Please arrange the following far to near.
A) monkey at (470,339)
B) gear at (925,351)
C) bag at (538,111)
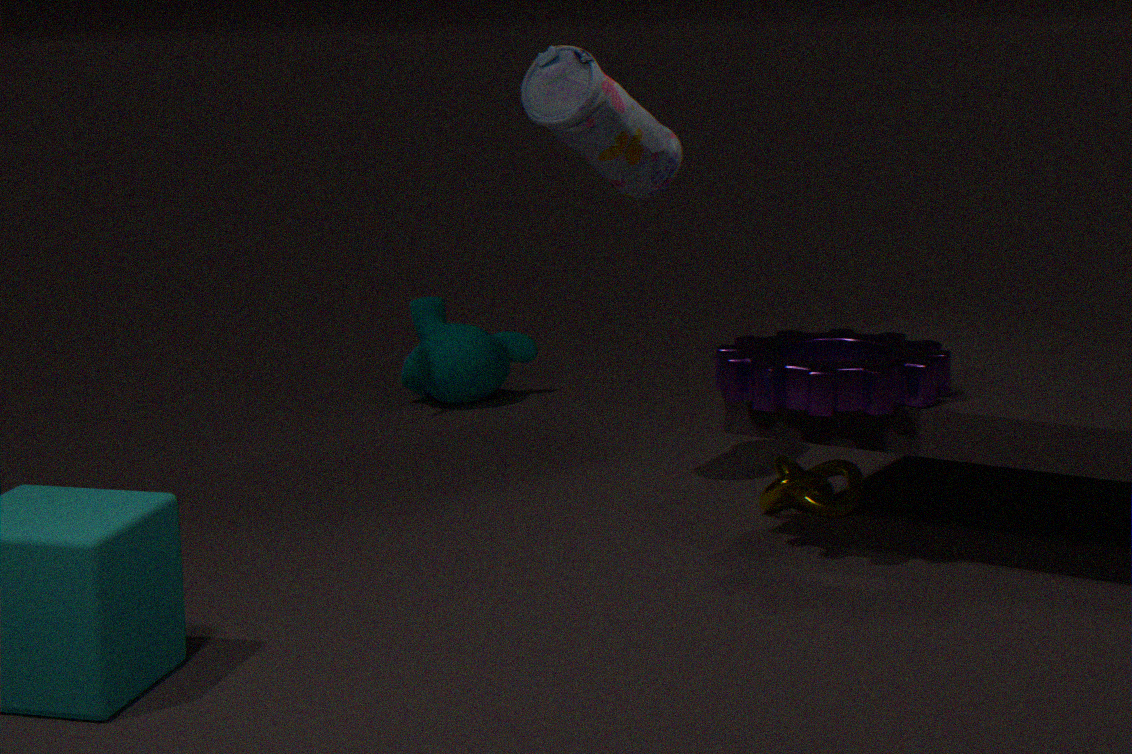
monkey at (470,339)
bag at (538,111)
gear at (925,351)
